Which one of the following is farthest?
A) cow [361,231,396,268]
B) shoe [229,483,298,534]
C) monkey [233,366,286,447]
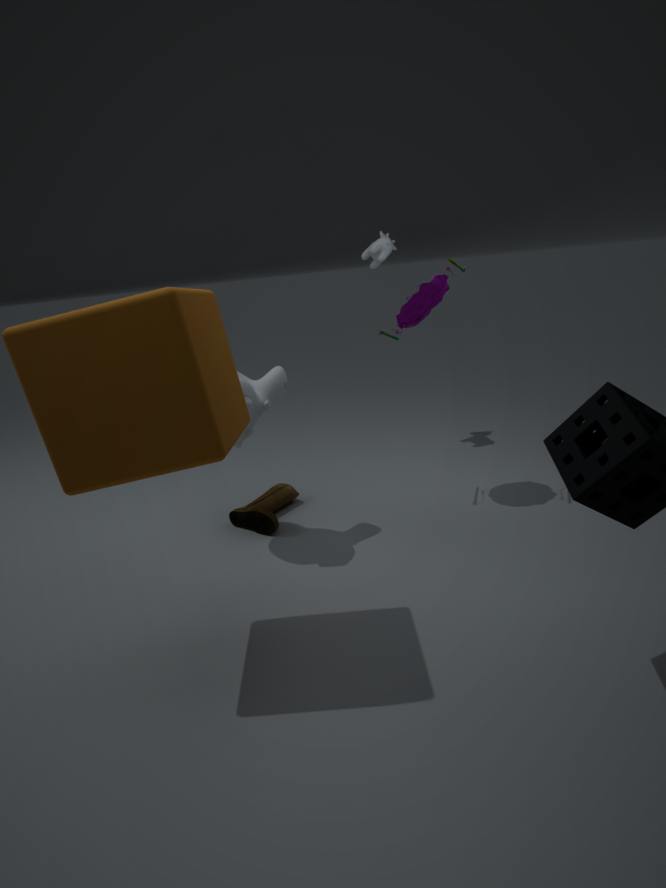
cow [361,231,396,268]
